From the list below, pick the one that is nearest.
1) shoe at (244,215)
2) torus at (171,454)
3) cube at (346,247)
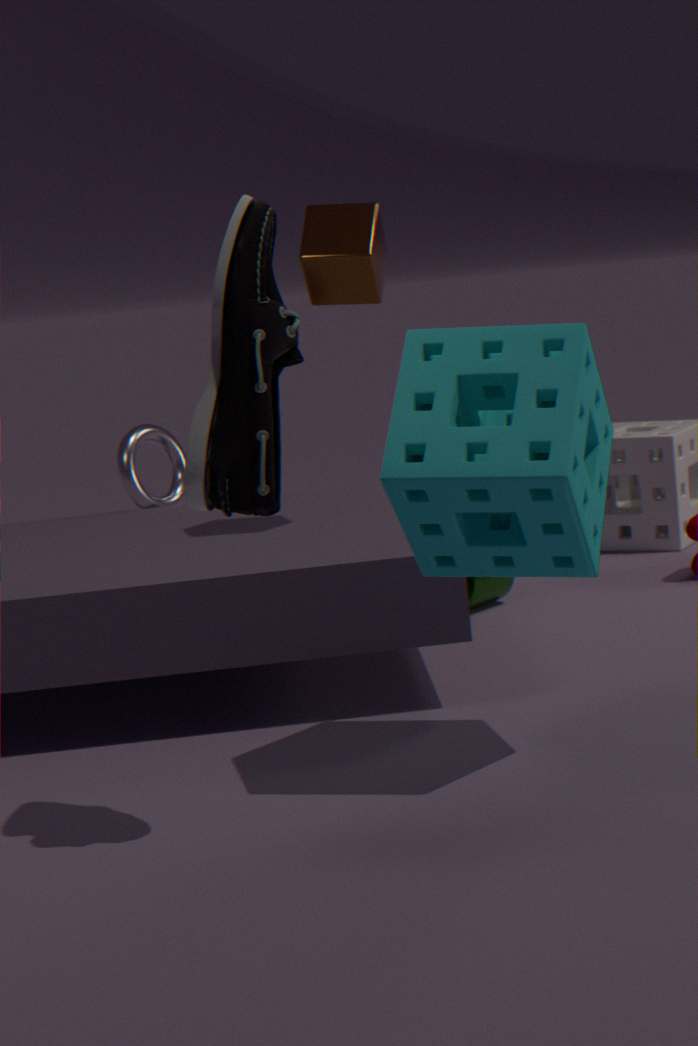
1. shoe at (244,215)
